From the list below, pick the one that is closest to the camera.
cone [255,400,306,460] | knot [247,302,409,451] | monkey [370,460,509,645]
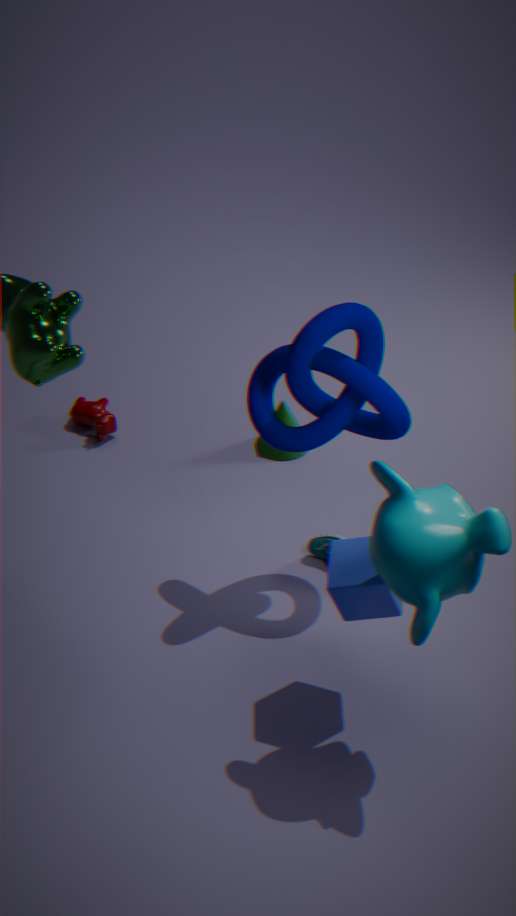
monkey [370,460,509,645]
